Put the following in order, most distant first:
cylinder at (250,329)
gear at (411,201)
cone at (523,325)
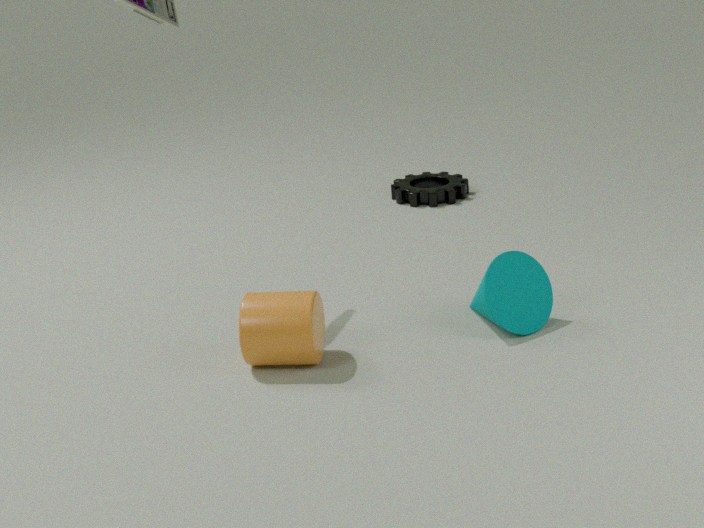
gear at (411,201) → cone at (523,325) → cylinder at (250,329)
